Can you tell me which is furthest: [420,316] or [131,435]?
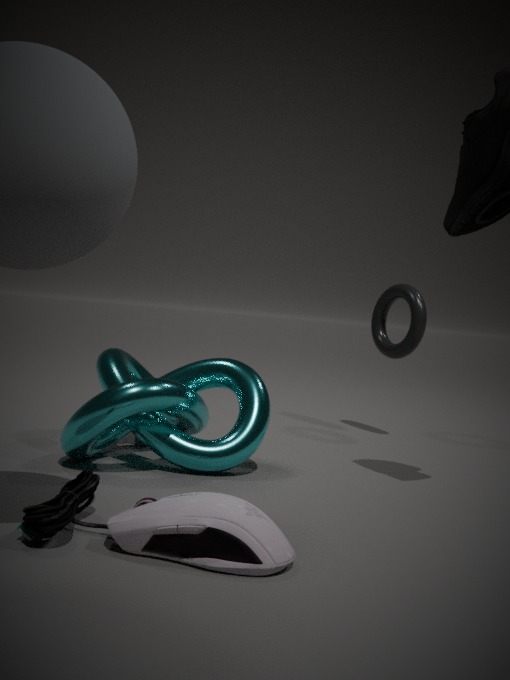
[420,316]
